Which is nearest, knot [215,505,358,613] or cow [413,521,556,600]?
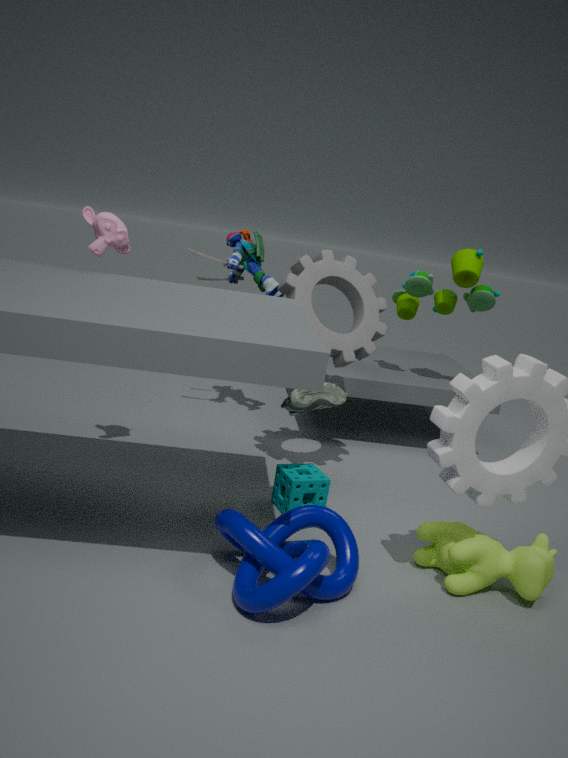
knot [215,505,358,613]
